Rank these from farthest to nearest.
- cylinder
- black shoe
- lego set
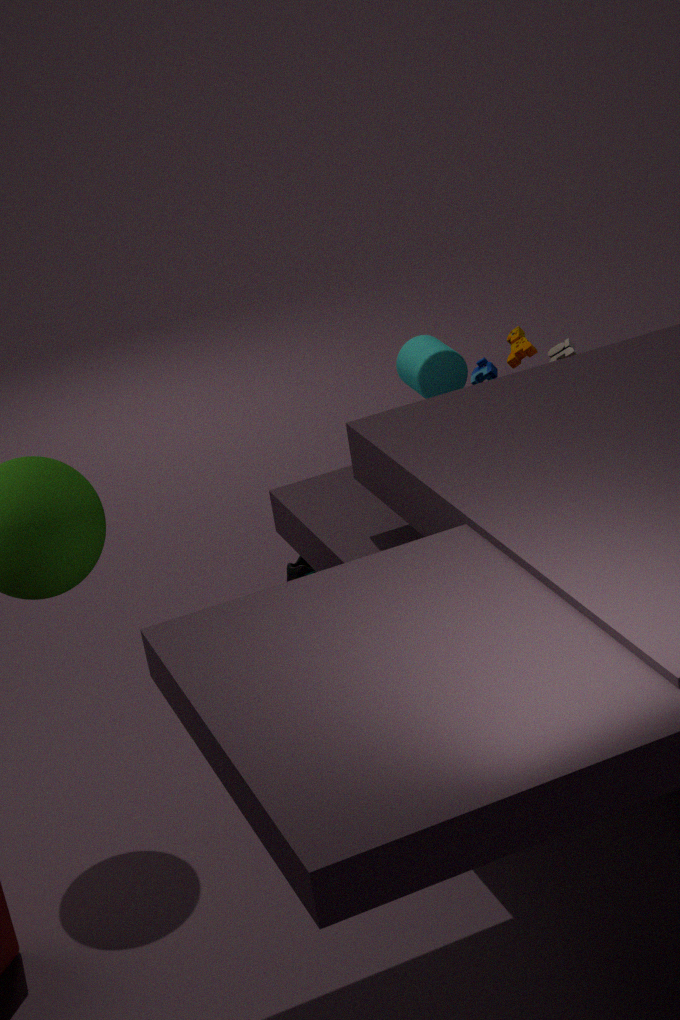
1. black shoe
2. cylinder
3. lego set
